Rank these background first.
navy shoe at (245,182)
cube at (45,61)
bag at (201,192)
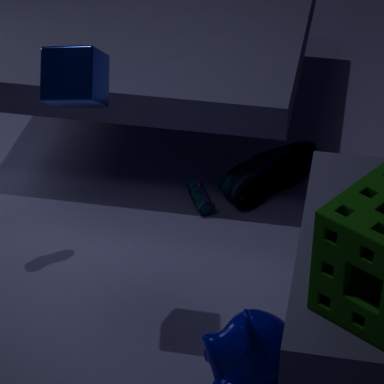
bag at (201,192), navy shoe at (245,182), cube at (45,61)
